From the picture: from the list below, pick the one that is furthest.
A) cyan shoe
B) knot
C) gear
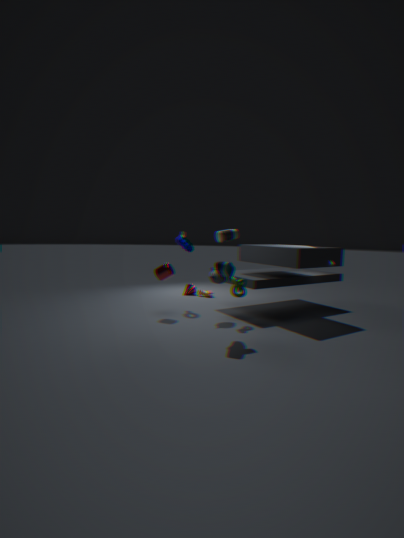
gear
